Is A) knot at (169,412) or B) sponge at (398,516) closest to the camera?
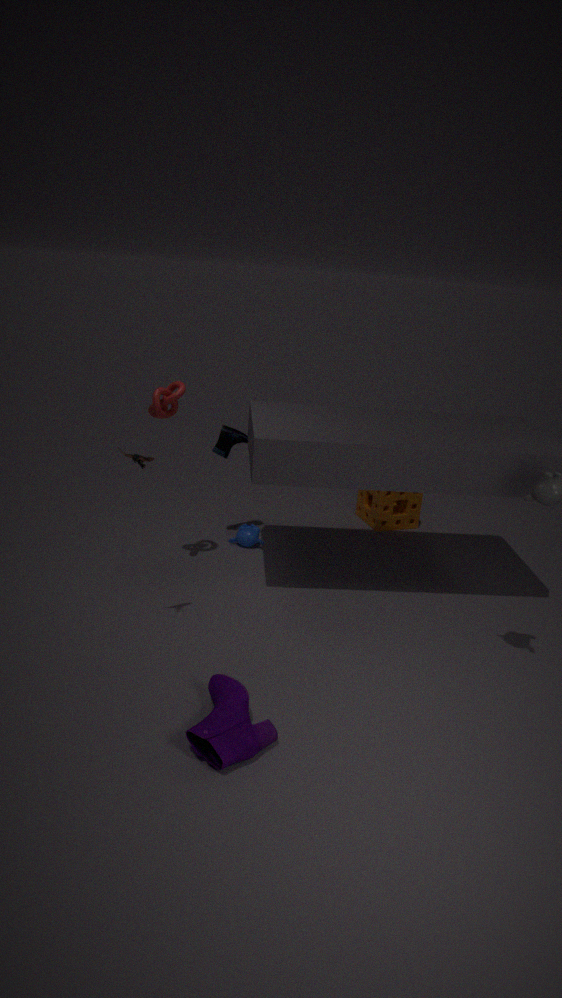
A. knot at (169,412)
